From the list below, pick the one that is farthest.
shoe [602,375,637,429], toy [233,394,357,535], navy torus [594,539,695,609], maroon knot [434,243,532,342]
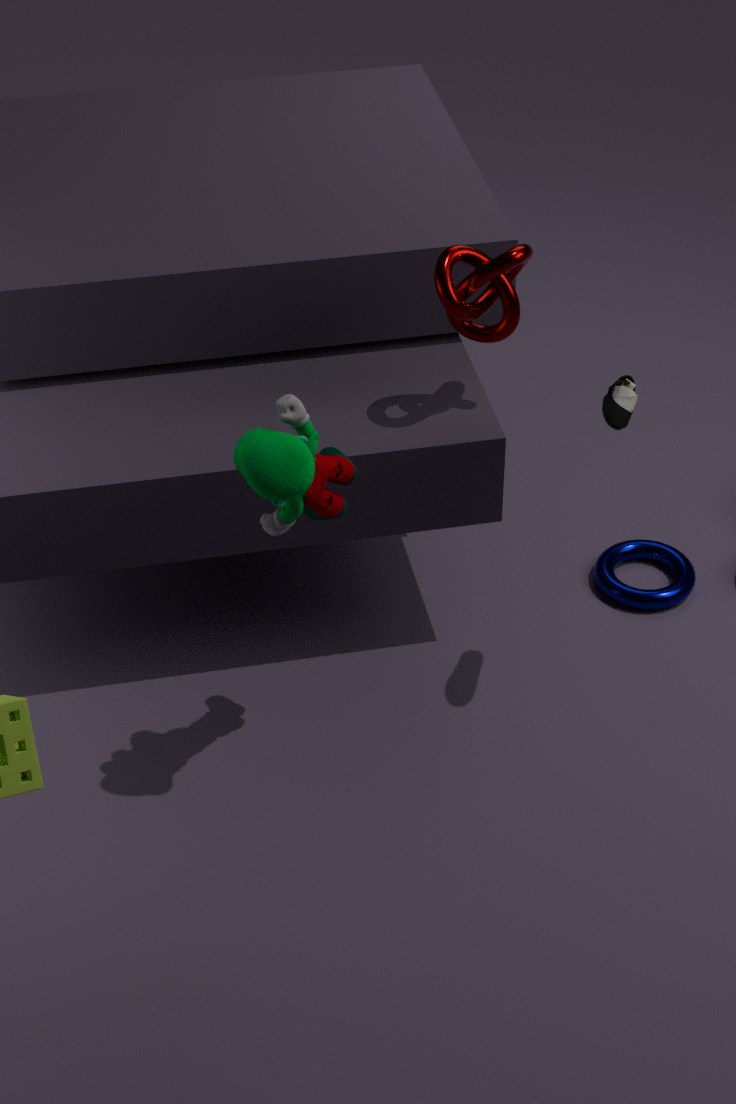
navy torus [594,539,695,609]
